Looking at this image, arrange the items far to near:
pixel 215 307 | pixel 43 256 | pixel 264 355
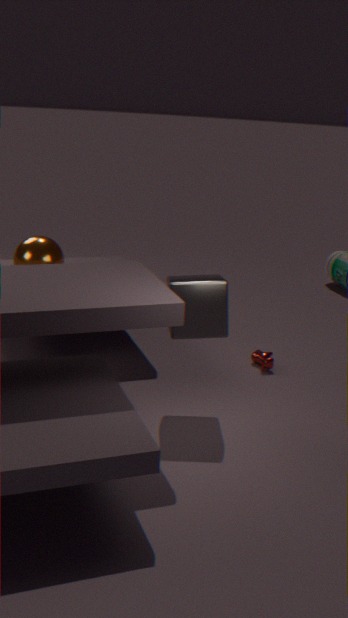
pixel 264 355 → pixel 43 256 → pixel 215 307
